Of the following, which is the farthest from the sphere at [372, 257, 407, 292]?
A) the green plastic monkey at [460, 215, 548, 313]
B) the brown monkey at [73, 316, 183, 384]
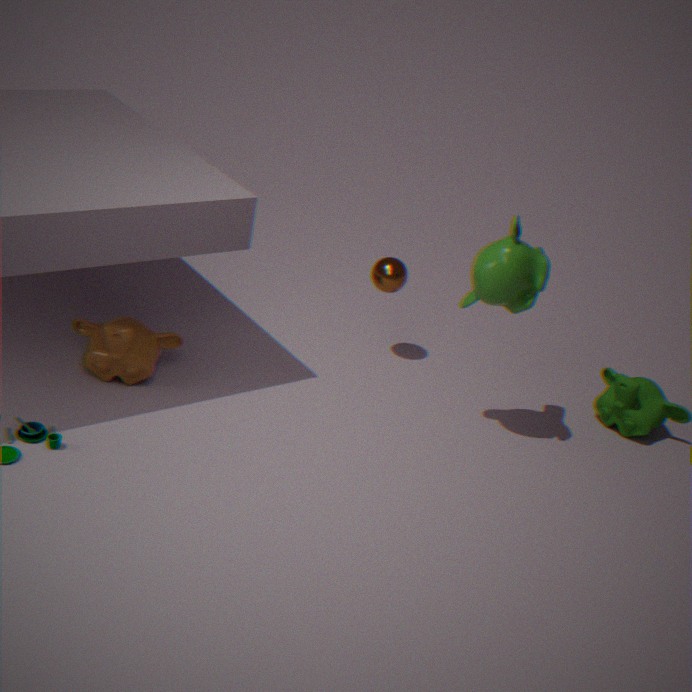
the brown monkey at [73, 316, 183, 384]
